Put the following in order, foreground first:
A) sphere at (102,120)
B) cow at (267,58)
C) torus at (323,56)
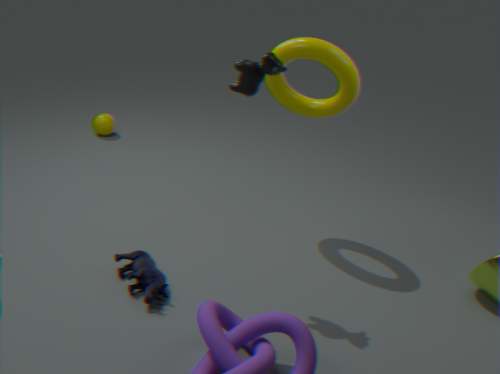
cow at (267,58) < torus at (323,56) < sphere at (102,120)
